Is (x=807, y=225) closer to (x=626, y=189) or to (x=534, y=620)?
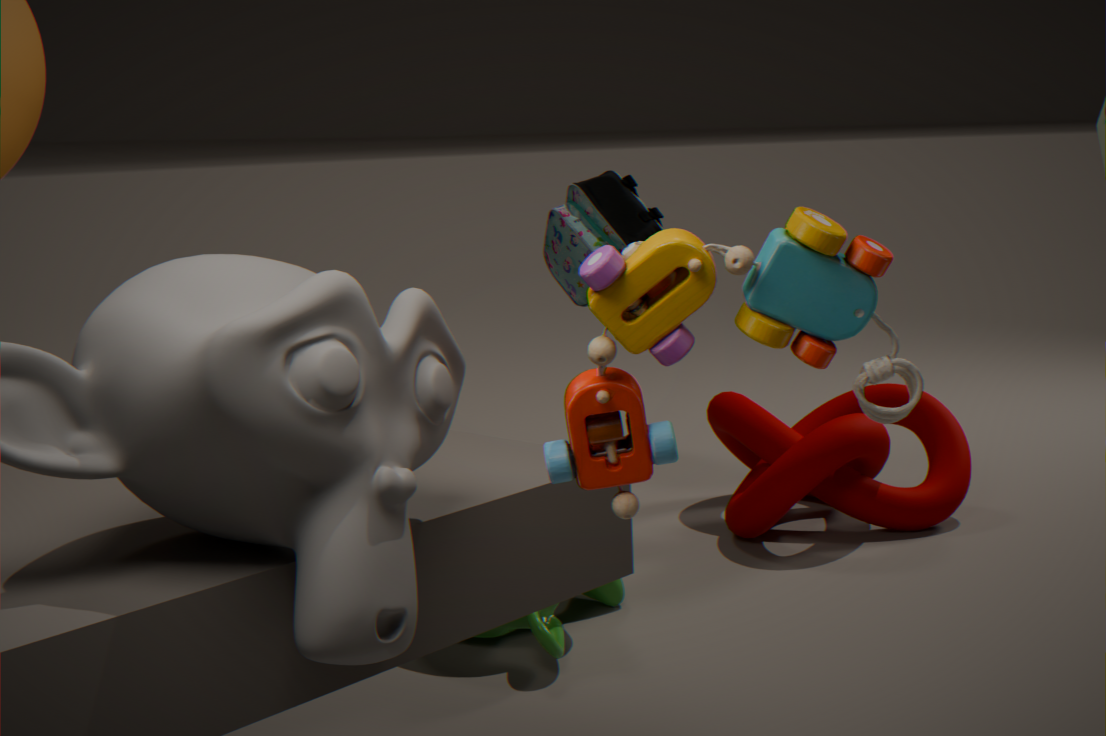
(x=534, y=620)
